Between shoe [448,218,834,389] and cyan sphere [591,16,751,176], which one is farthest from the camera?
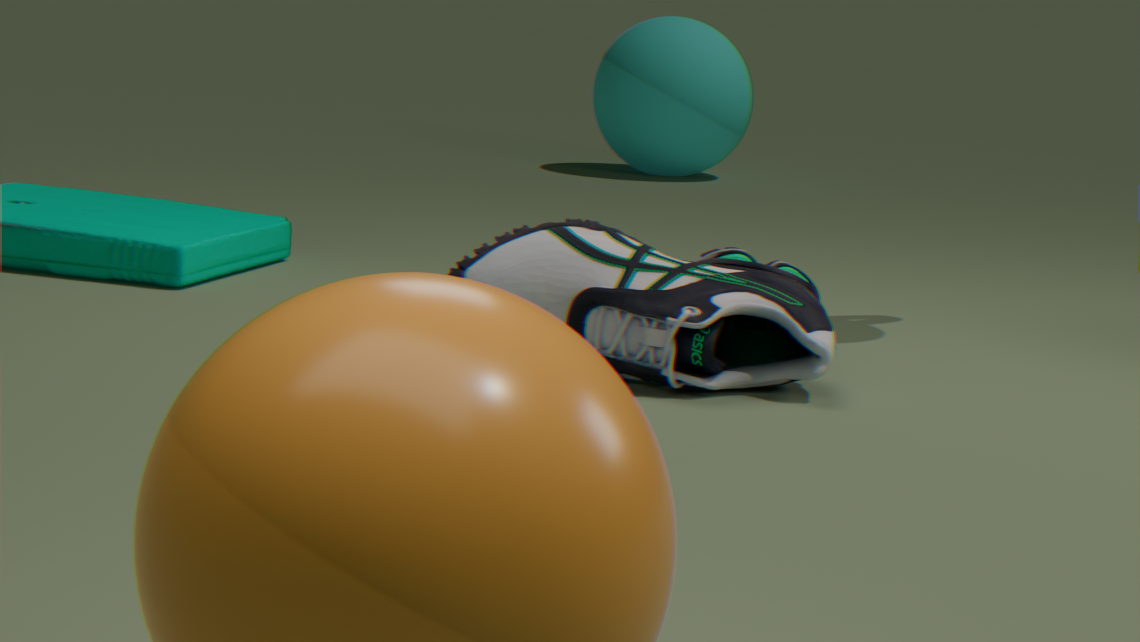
cyan sphere [591,16,751,176]
